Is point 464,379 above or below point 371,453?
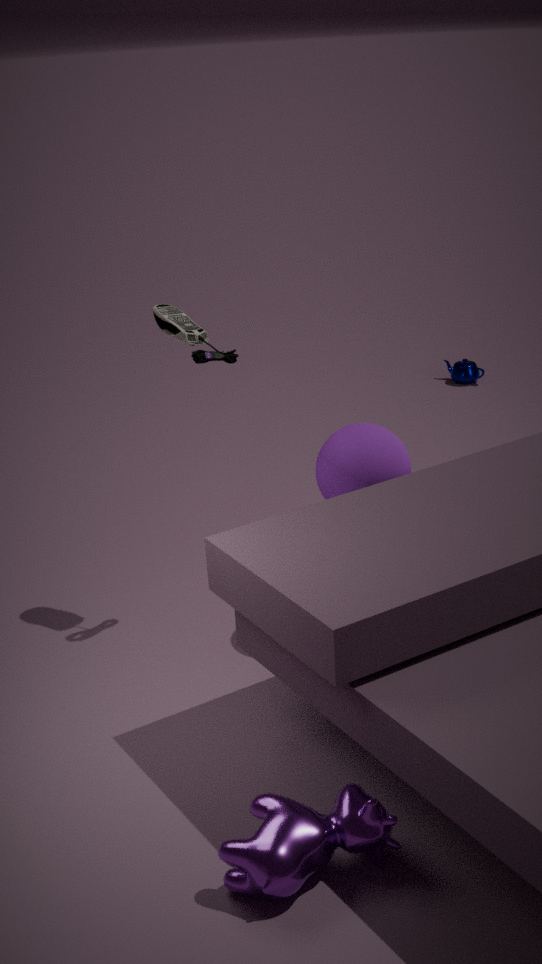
below
